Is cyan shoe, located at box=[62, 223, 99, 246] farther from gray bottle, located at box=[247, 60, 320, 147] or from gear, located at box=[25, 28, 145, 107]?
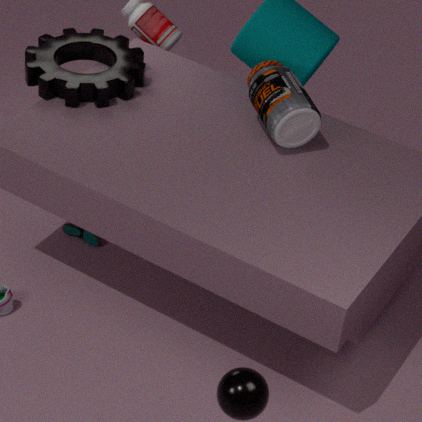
gray bottle, located at box=[247, 60, 320, 147]
